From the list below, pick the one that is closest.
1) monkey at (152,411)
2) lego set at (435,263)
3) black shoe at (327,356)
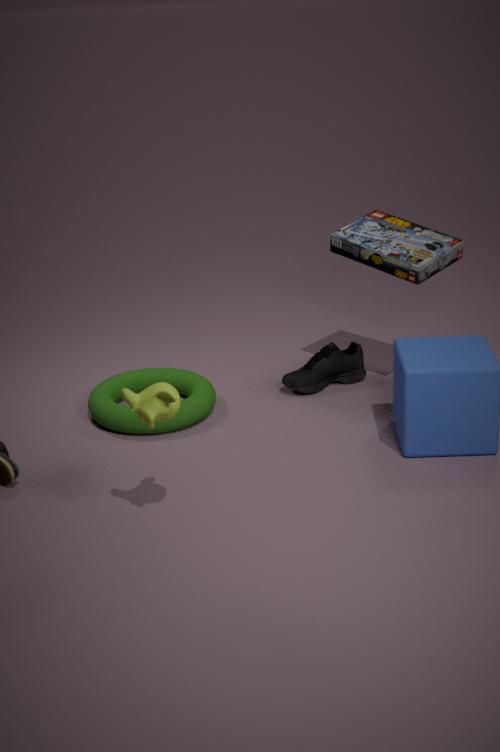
1. monkey at (152,411)
